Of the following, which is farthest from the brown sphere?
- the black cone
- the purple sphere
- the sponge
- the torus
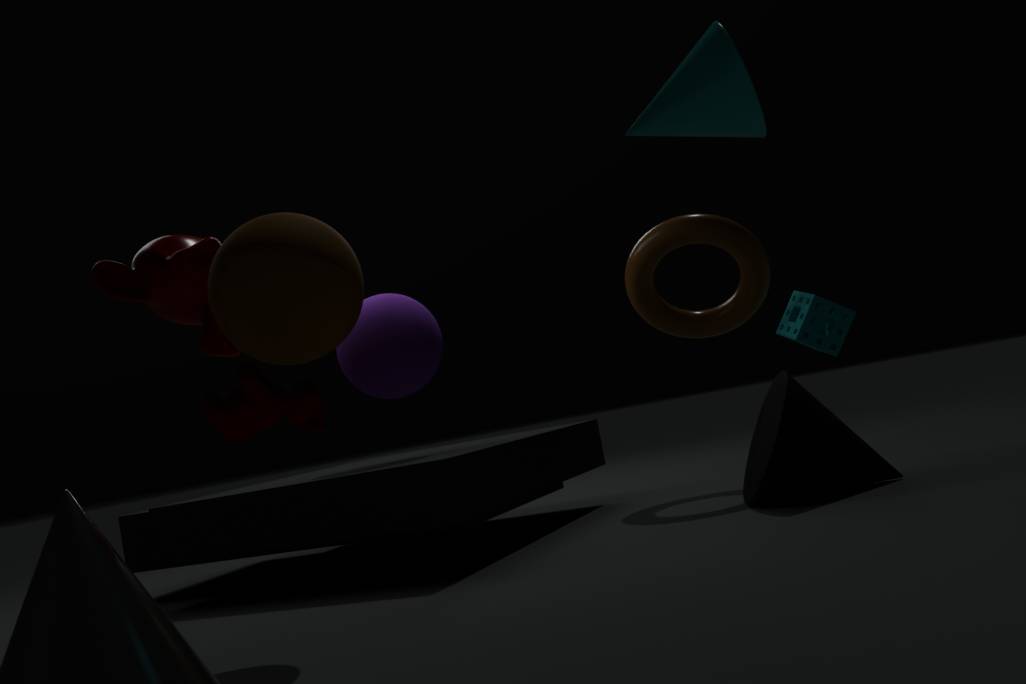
the sponge
